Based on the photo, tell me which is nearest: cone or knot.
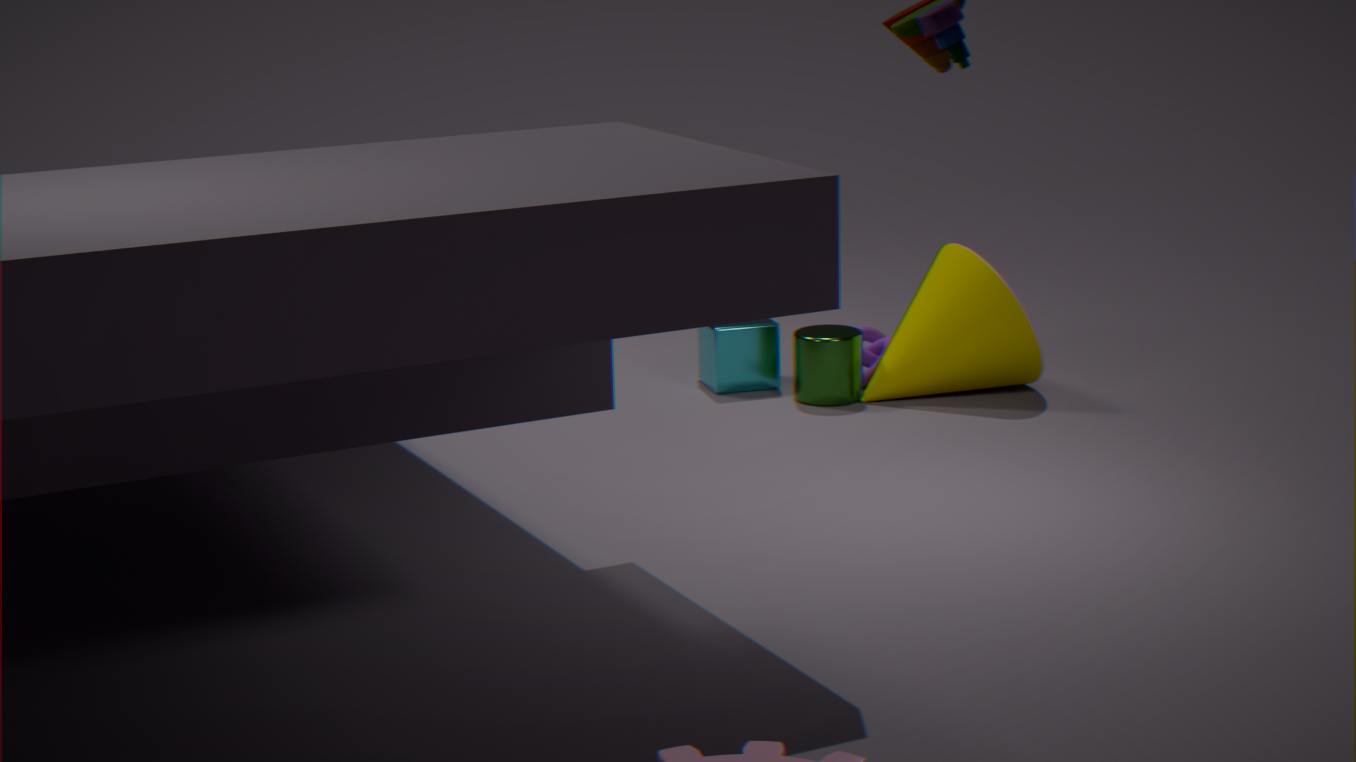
cone
